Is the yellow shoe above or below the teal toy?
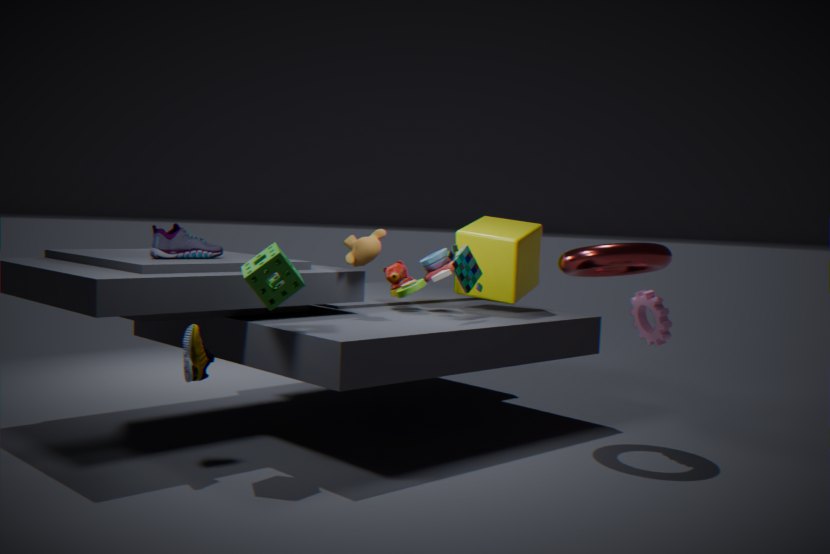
below
